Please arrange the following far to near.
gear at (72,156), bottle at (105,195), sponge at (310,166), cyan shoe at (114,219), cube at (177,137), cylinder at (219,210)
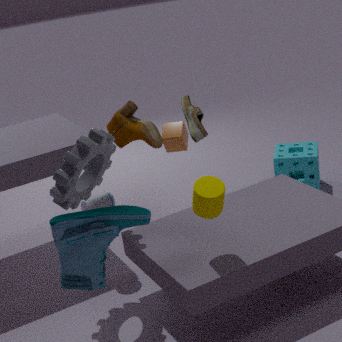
bottle at (105,195) < sponge at (310,166) < cube at (177,137) < gear at (72,156) < cylinder at (219,210) < cyan shoe at (114,219)
